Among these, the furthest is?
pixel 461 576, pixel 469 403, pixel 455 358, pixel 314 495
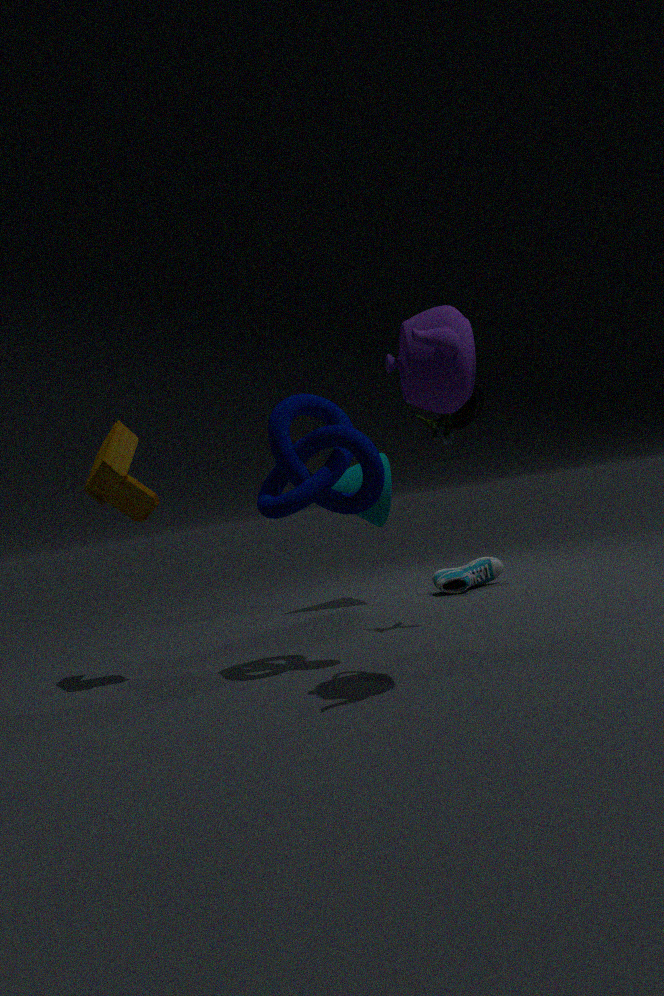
pixel 461 576
